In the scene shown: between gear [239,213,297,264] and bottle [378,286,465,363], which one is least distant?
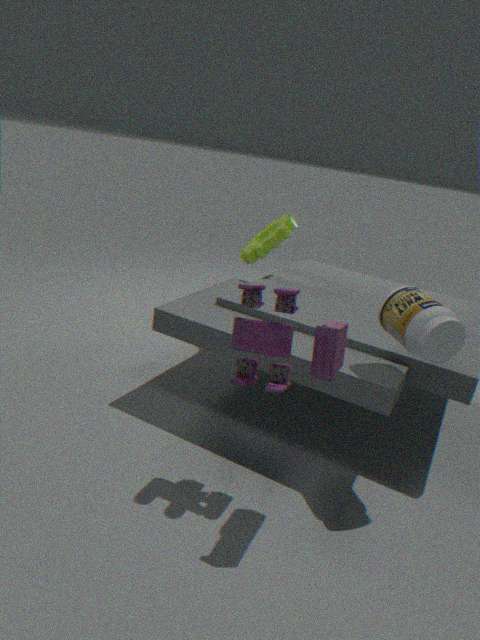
bottle [378,286,465,363]
